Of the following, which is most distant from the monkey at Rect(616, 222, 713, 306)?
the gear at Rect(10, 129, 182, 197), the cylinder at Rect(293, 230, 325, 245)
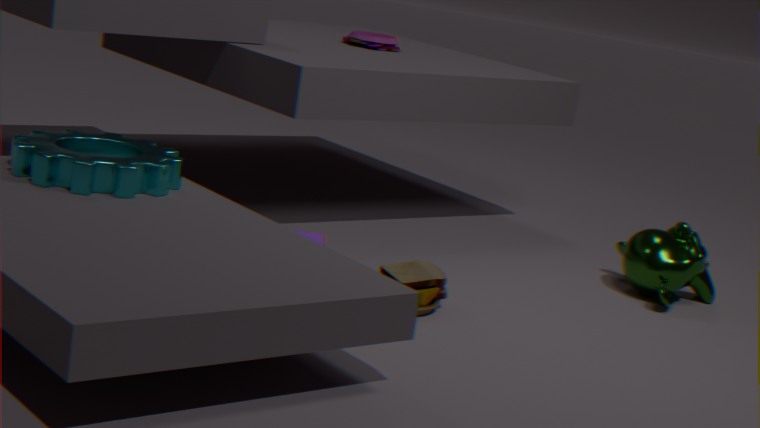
the gear at Rect(10, 129, 182, 197)
